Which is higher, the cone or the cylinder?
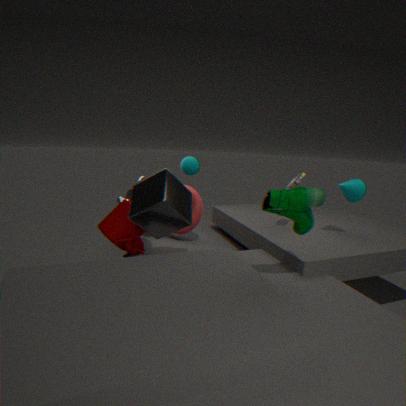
the cone
